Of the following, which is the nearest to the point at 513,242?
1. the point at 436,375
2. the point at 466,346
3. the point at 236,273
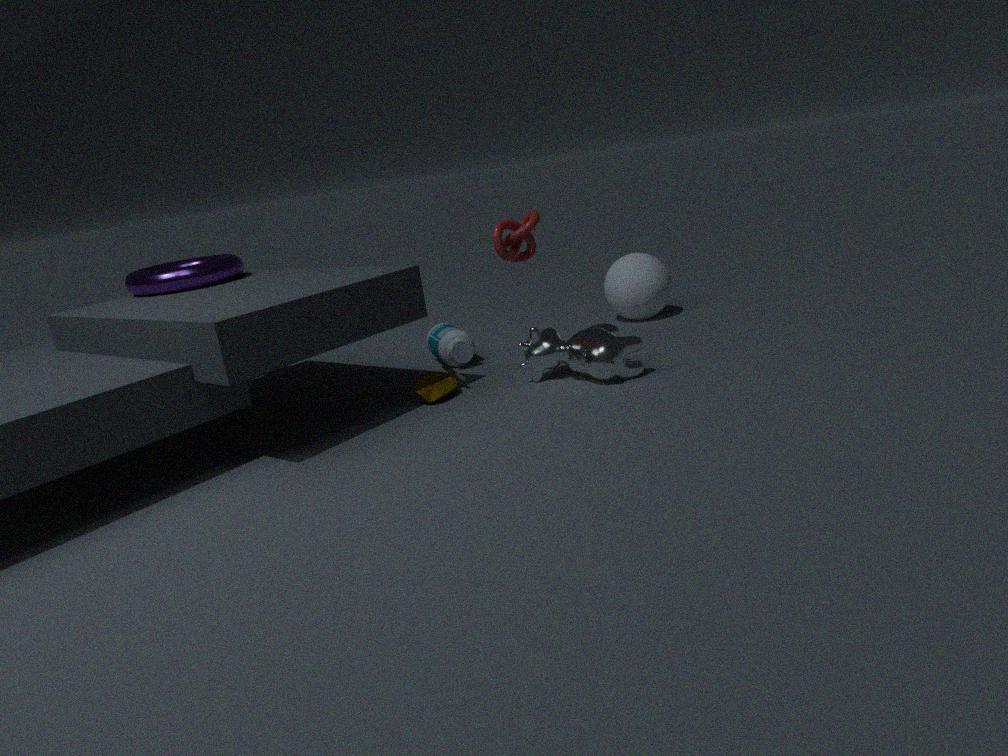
the point at 436,375
